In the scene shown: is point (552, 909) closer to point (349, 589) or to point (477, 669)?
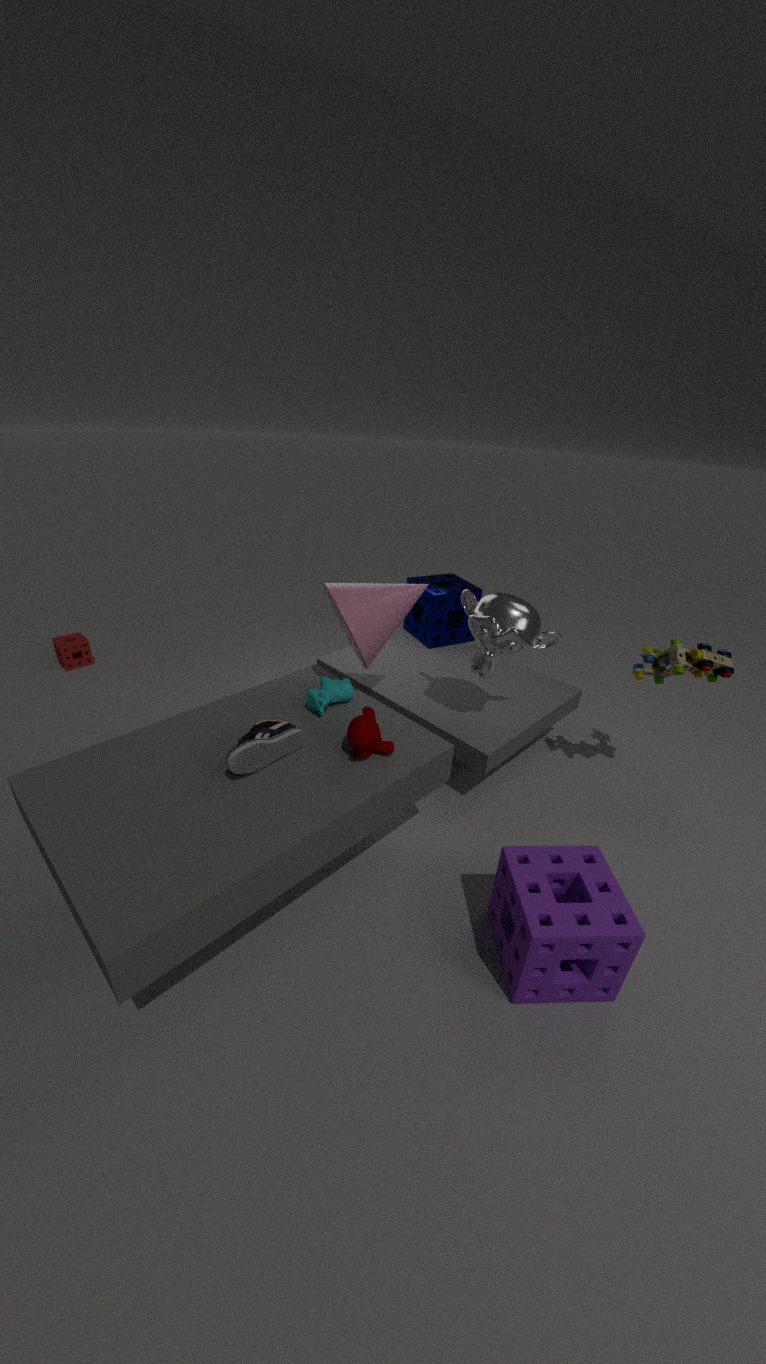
point (477, 669)
